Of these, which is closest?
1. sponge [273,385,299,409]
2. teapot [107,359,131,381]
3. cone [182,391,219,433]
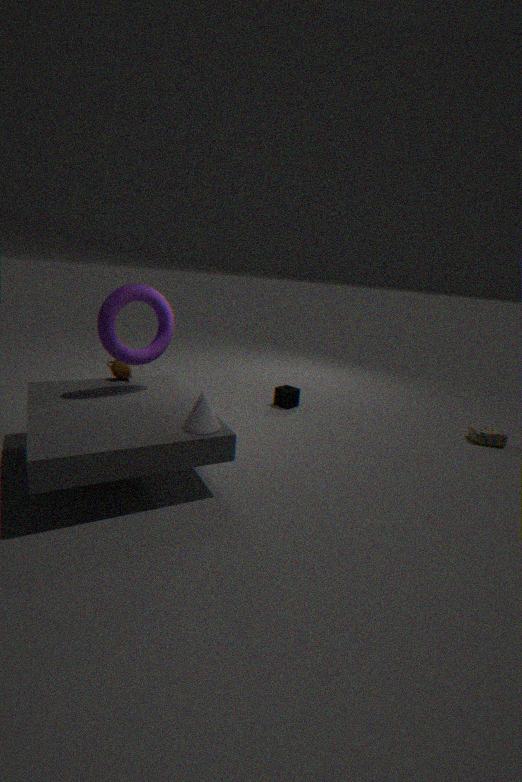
cone [182,391,219,433]
